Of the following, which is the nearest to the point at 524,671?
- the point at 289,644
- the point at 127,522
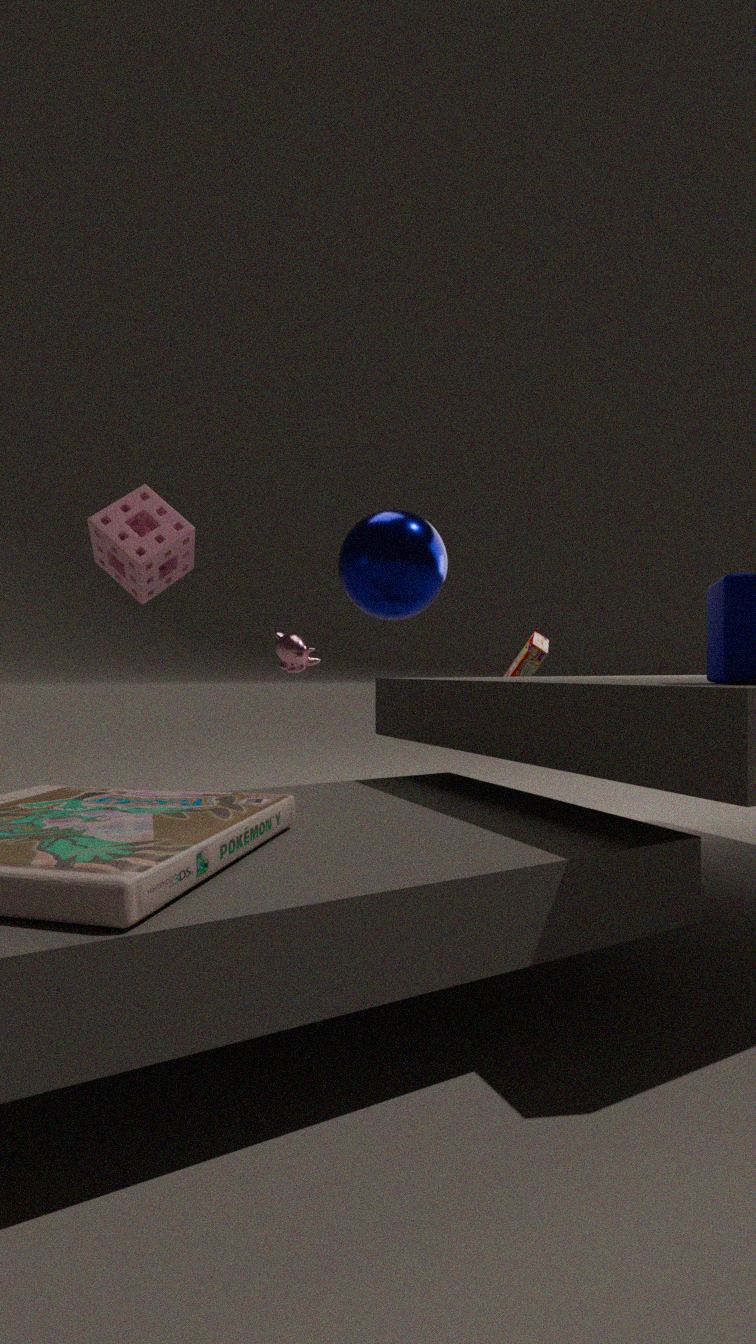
the point at 289,644
